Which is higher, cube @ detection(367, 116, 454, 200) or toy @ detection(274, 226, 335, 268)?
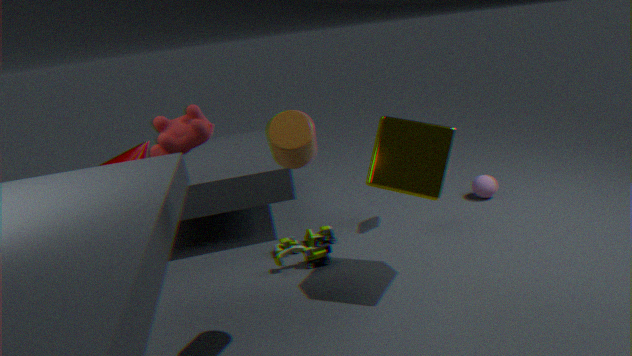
cube @ detection(367, 116, 454, 200)
